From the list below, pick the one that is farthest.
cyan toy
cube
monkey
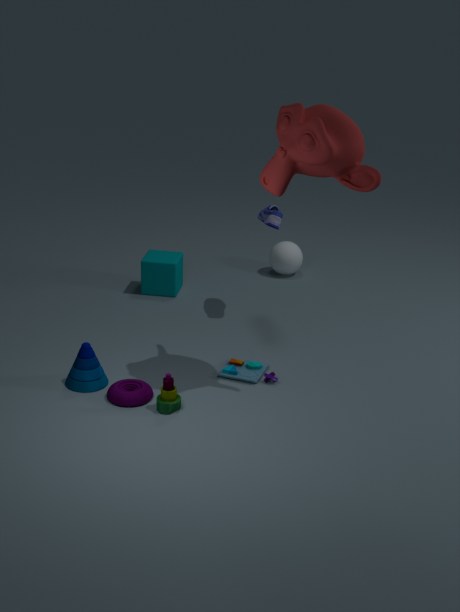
cube
